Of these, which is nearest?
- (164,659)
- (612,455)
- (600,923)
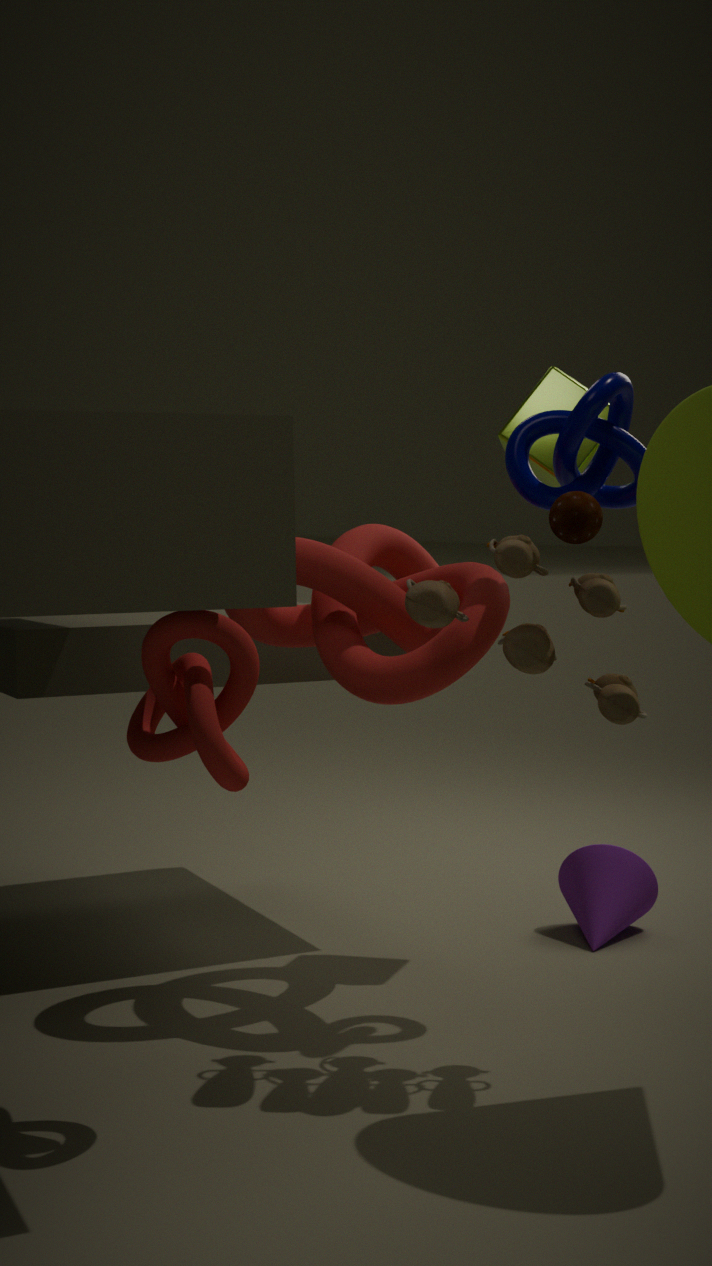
(164,659)
